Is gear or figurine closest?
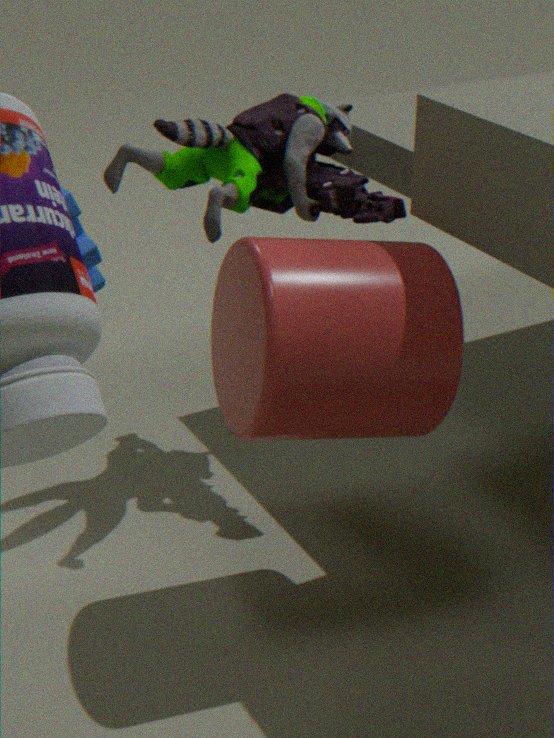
gear
